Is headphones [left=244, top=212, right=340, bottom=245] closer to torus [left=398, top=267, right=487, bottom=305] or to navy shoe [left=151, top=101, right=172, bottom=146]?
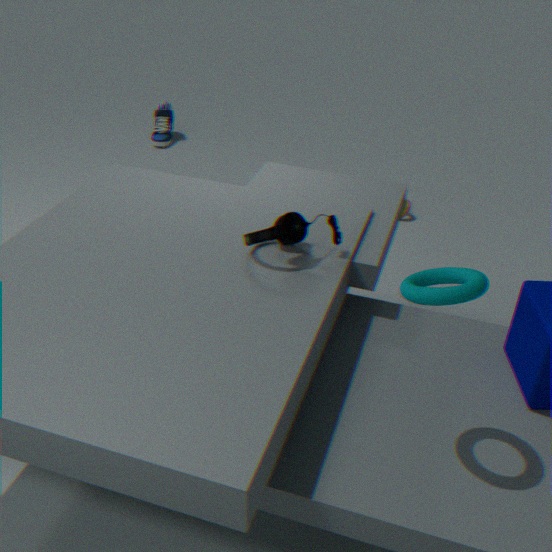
torus [left=398, top=267, right=487, bottom=305]
